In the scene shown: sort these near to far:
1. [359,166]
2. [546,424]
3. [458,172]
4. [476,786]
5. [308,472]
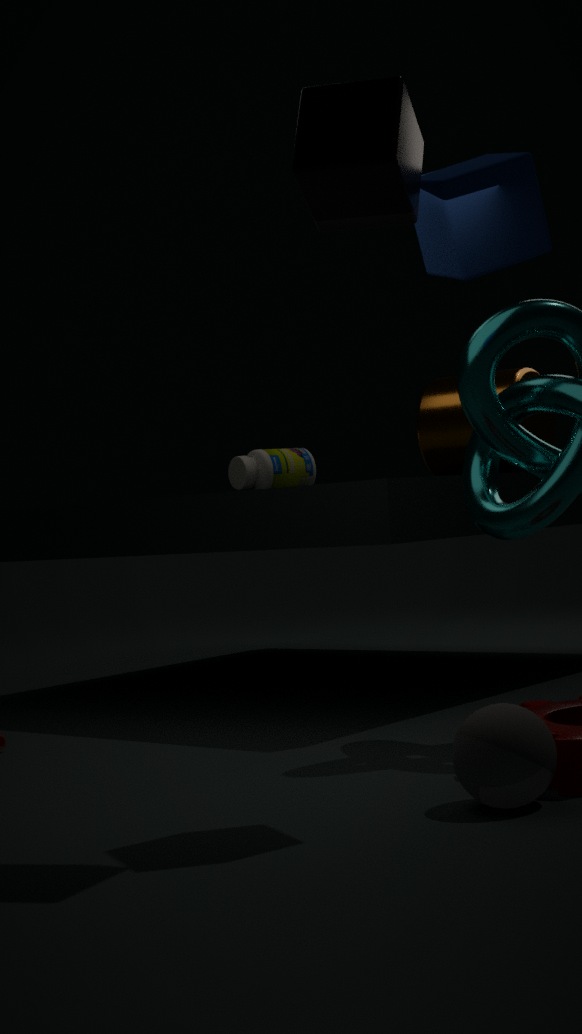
[359,166], [476,786], [458,172], [546,424], [308,472]
